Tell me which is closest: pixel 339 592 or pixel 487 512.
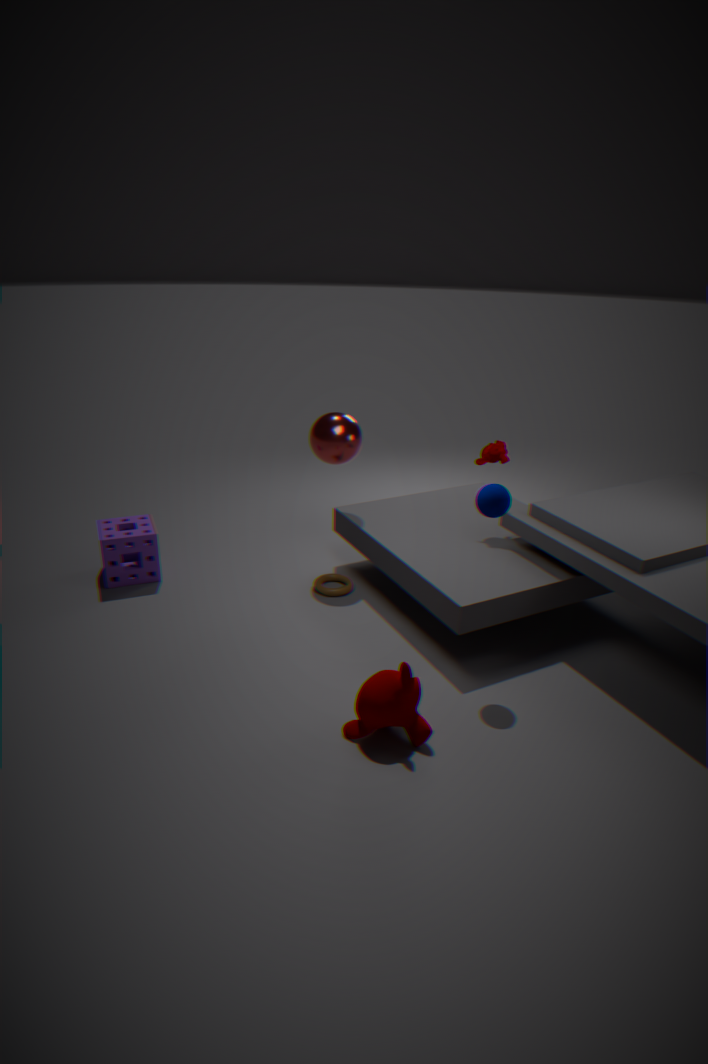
pixel 487 512
